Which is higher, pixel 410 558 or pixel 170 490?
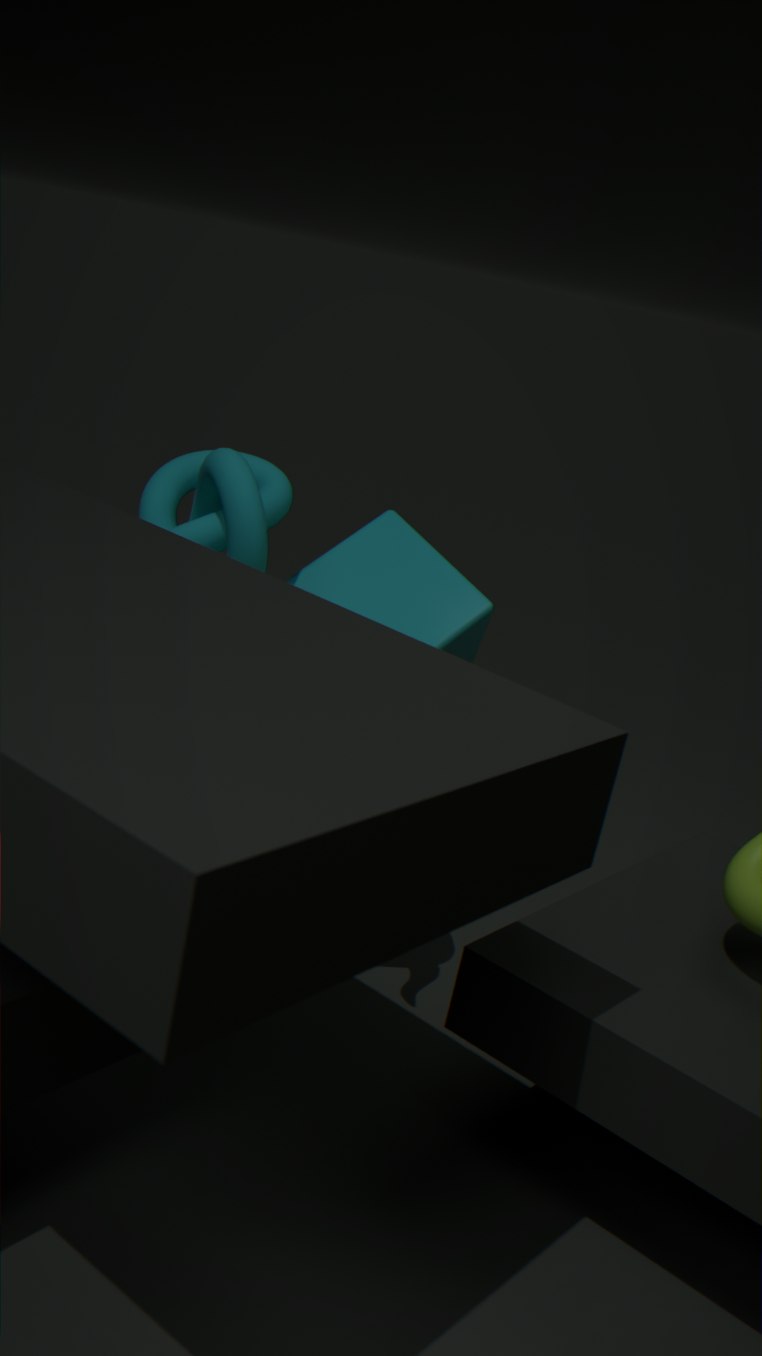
pixel 170 490
